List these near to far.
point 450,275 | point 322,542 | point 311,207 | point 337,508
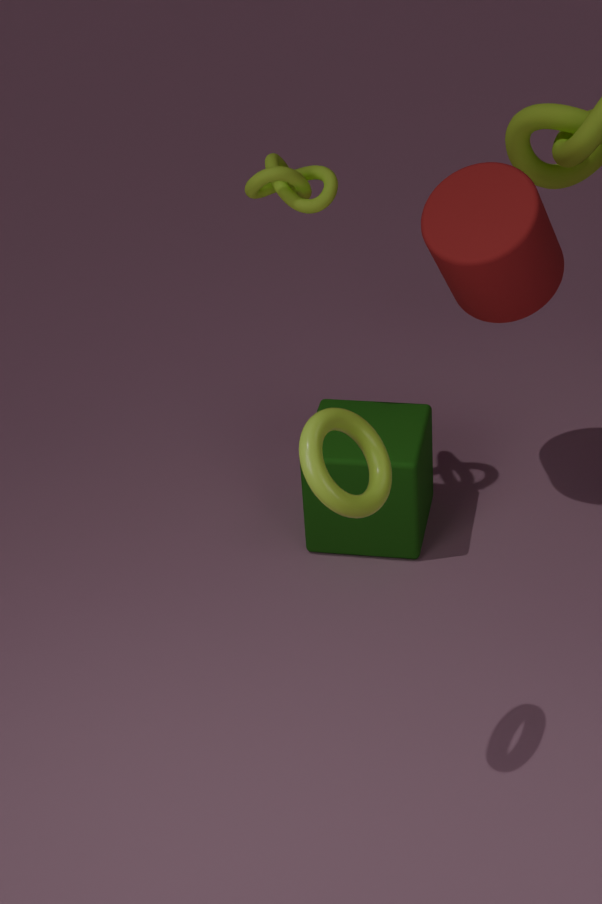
point 337,508
point 311,207
point 450,275
point 322,542
